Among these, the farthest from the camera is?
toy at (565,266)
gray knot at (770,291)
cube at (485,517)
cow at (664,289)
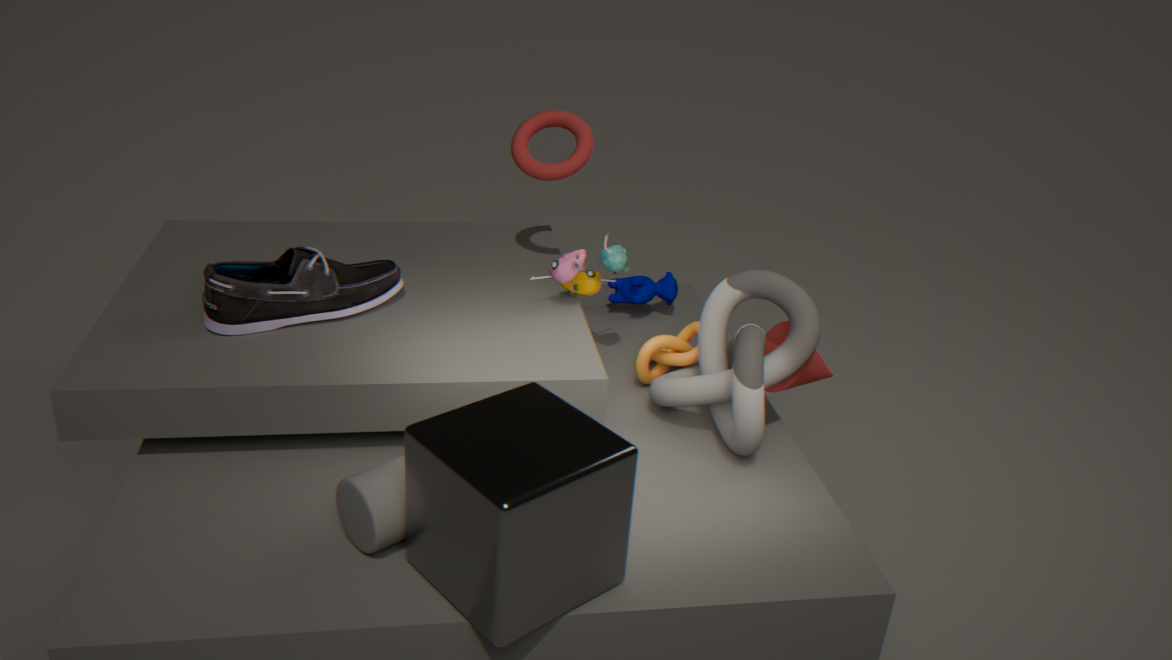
cow at (664,289)
